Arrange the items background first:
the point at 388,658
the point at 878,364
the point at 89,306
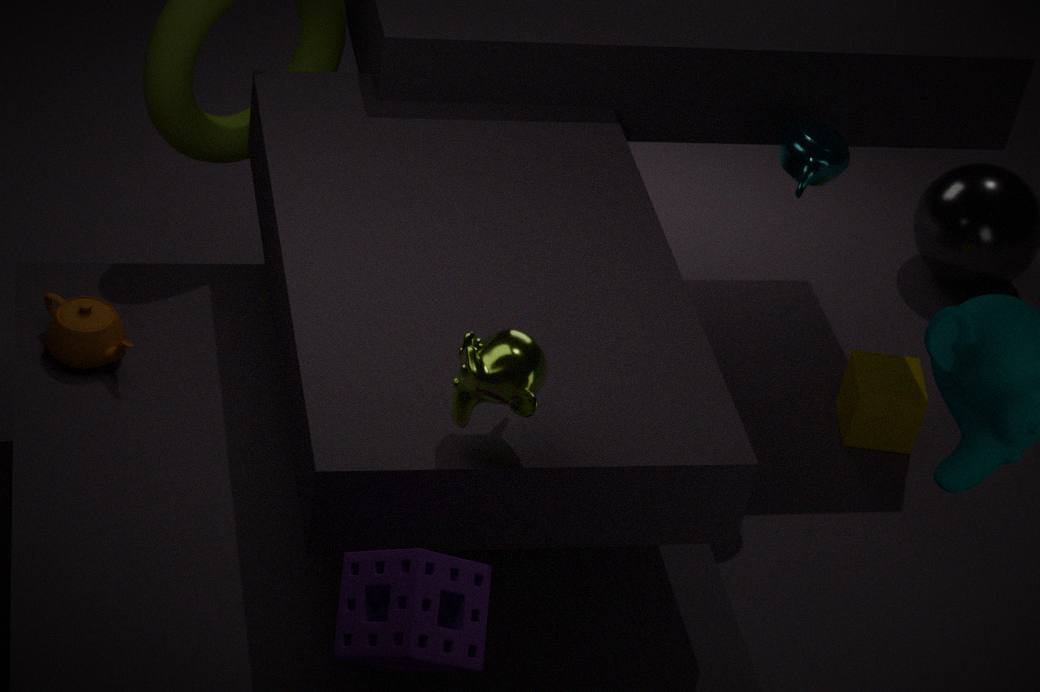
the point at 878,364
the point at 89,306
the point at 388,658
